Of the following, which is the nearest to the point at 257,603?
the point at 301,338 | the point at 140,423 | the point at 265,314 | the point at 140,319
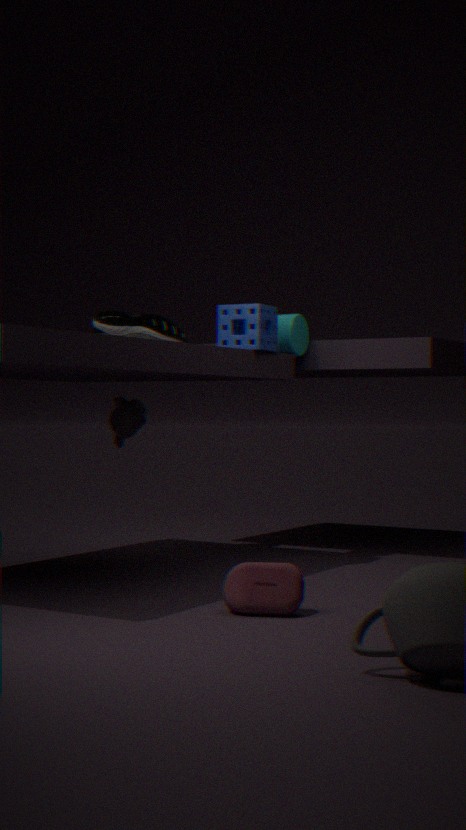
the point at 265,314
